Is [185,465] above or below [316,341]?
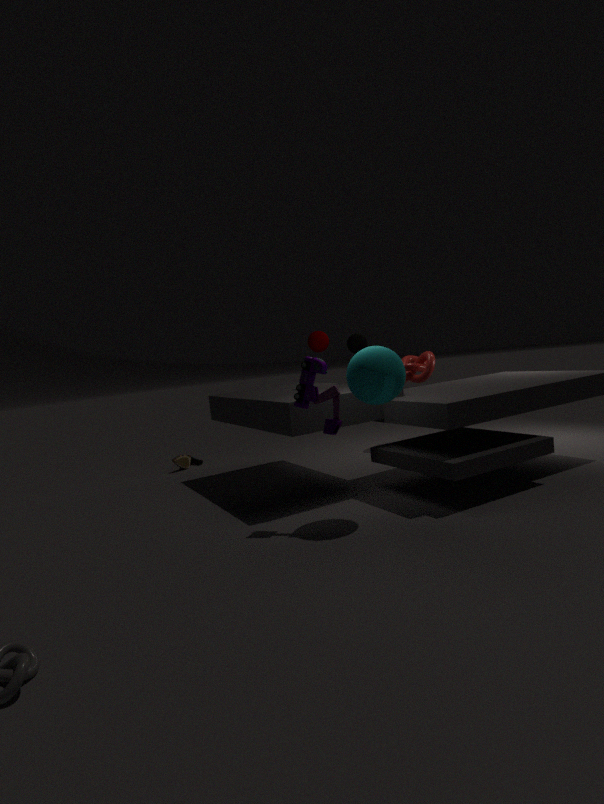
below
